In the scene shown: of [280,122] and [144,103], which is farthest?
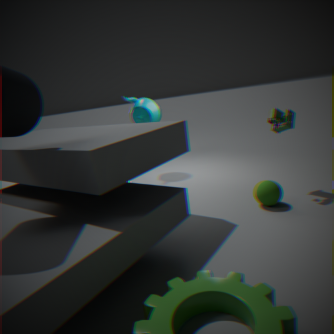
[144,103]
